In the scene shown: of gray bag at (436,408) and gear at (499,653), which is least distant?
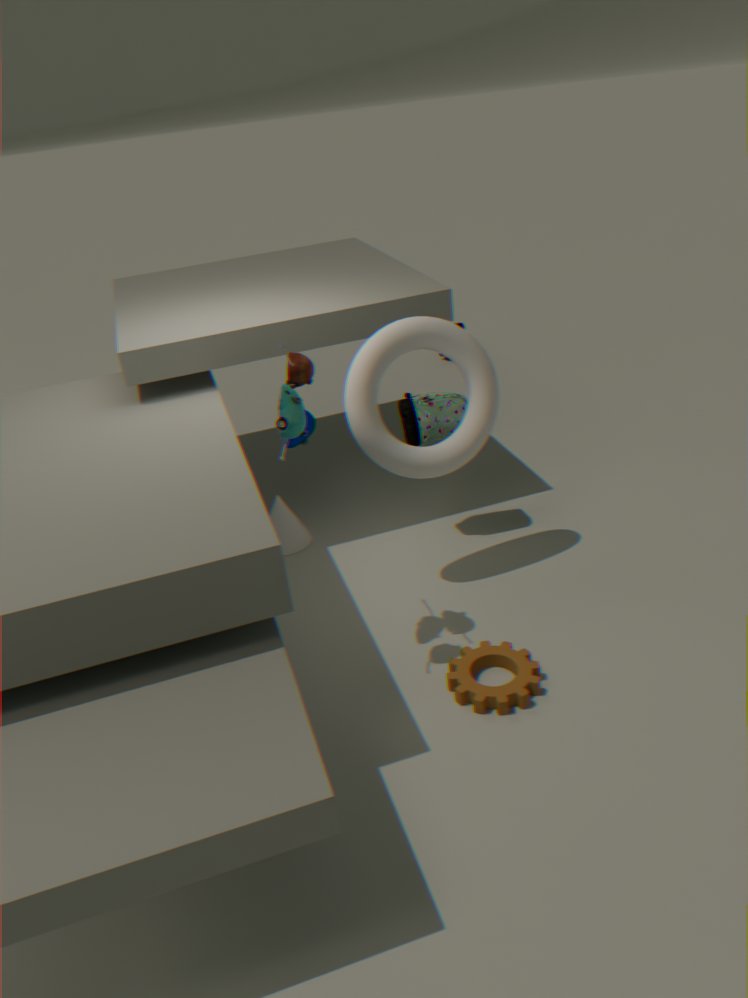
gear at (499,653)
